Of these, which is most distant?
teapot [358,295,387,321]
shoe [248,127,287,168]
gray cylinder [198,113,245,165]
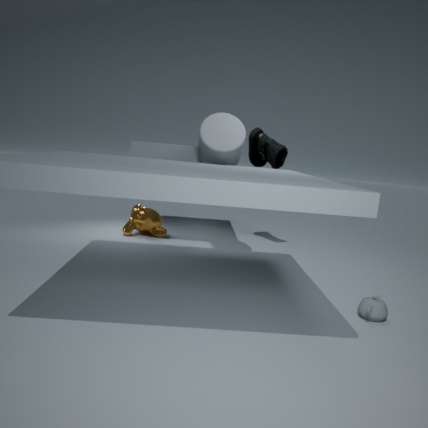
shoe [248,127,287,168]
